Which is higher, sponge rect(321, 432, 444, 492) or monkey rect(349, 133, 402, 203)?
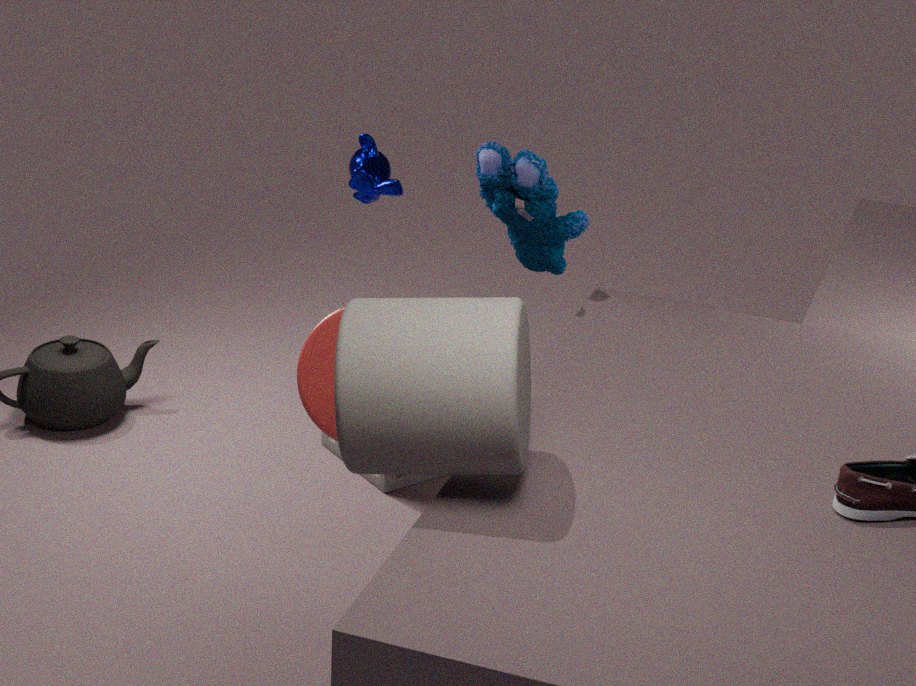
monkey rect(349, 133, 402, 203)
